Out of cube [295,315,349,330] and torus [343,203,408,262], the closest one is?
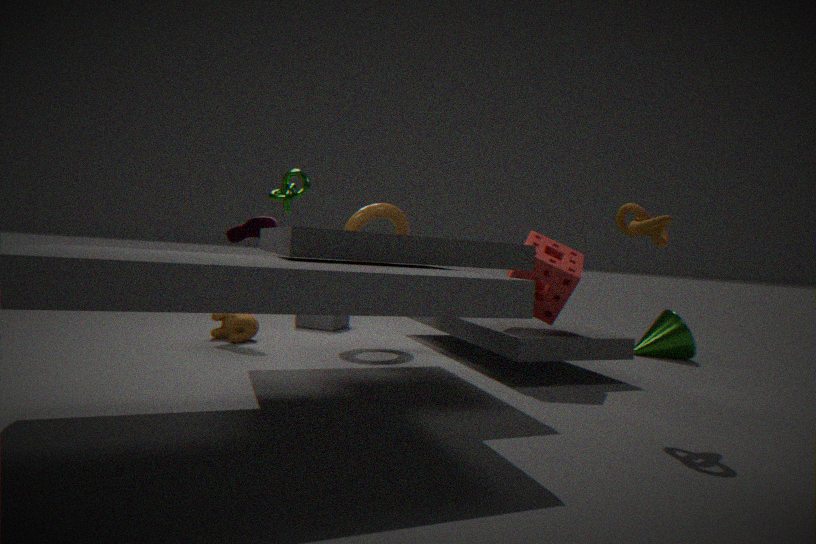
torus [343,203,408,262]
